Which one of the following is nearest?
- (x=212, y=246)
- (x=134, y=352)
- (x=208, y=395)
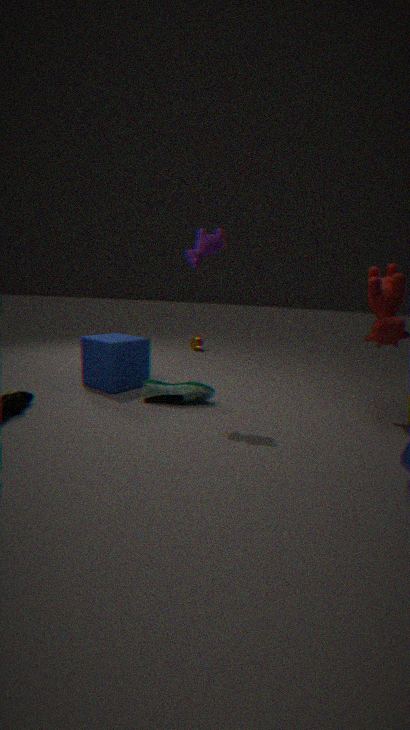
(x=212, y=246)
